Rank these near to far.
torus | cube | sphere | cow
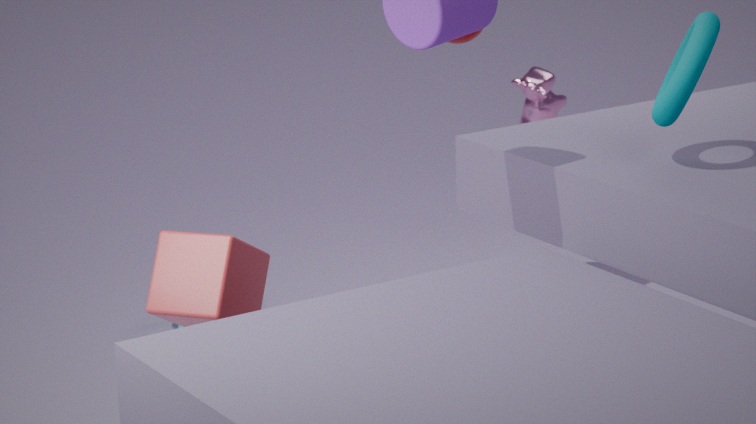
cube → torus → cow → sphere
